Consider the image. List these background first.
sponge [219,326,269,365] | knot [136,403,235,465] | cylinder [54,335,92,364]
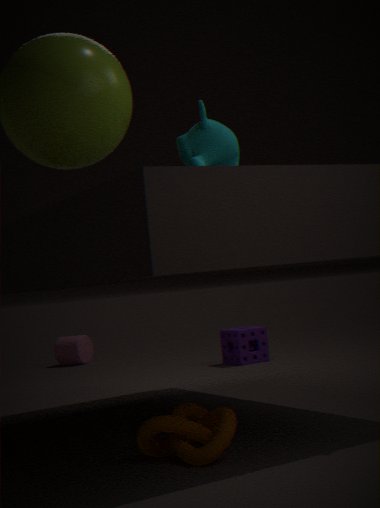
cylinder [54,335,92,364] < sponge [219,326,269,365] < knot [136,403,235,465]
